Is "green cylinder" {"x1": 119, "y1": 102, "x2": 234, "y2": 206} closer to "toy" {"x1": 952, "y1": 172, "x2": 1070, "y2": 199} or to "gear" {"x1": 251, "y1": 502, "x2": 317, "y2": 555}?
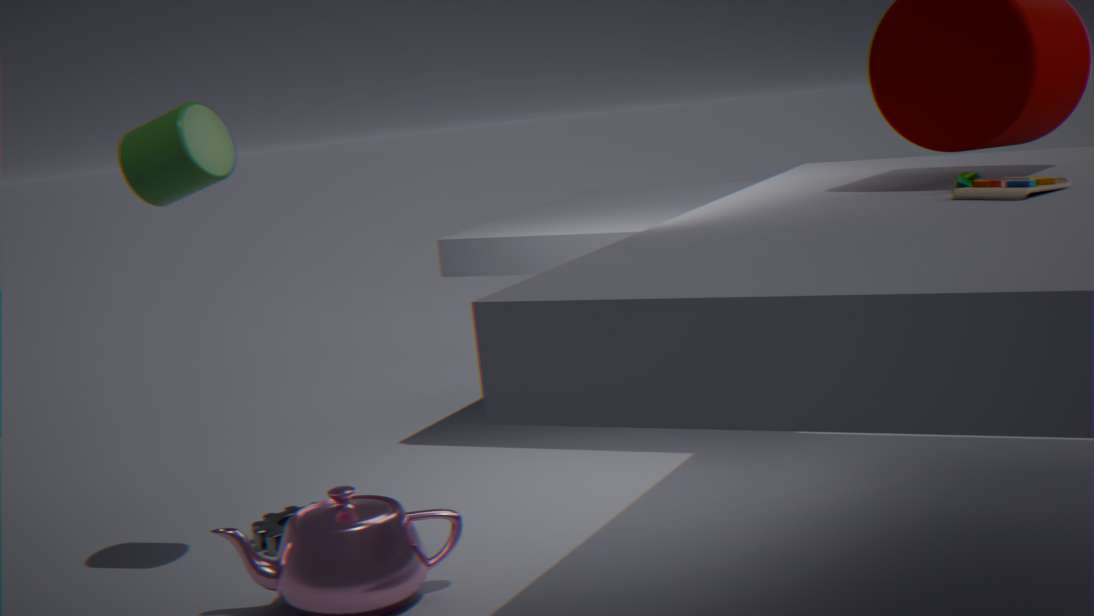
"gear" {"x1": 251, "y1": 502, "x2": 317, "y2": 555}
